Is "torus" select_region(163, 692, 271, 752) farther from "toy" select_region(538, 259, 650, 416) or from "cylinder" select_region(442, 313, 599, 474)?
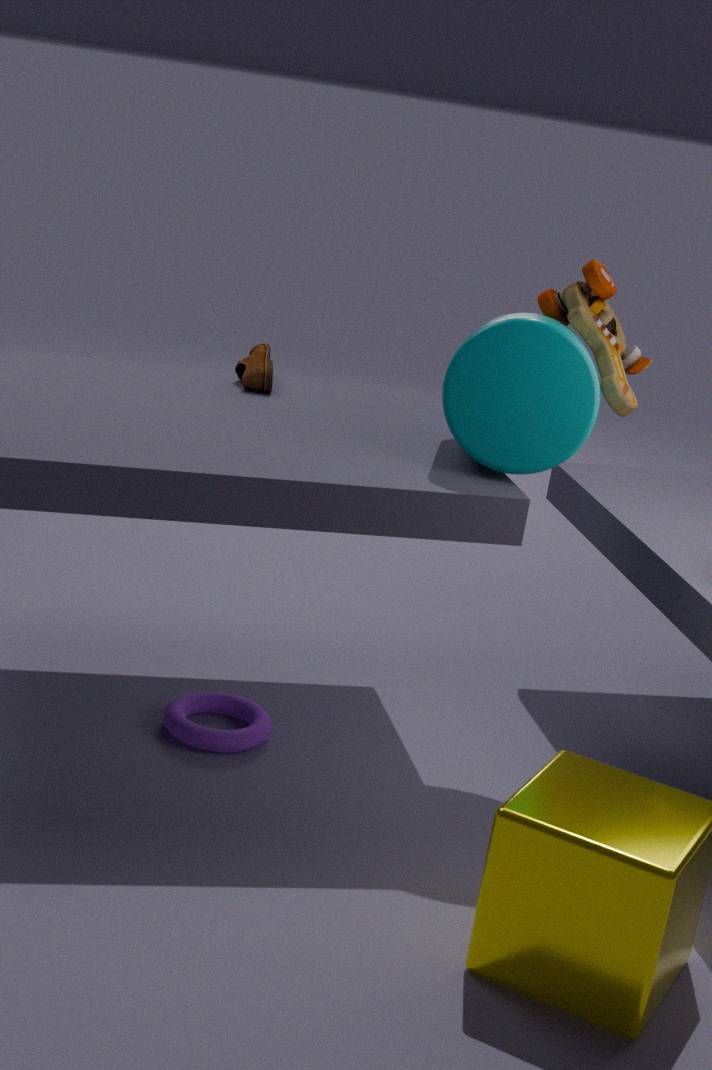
"toy" select_region(538, 259, 650, 416)
